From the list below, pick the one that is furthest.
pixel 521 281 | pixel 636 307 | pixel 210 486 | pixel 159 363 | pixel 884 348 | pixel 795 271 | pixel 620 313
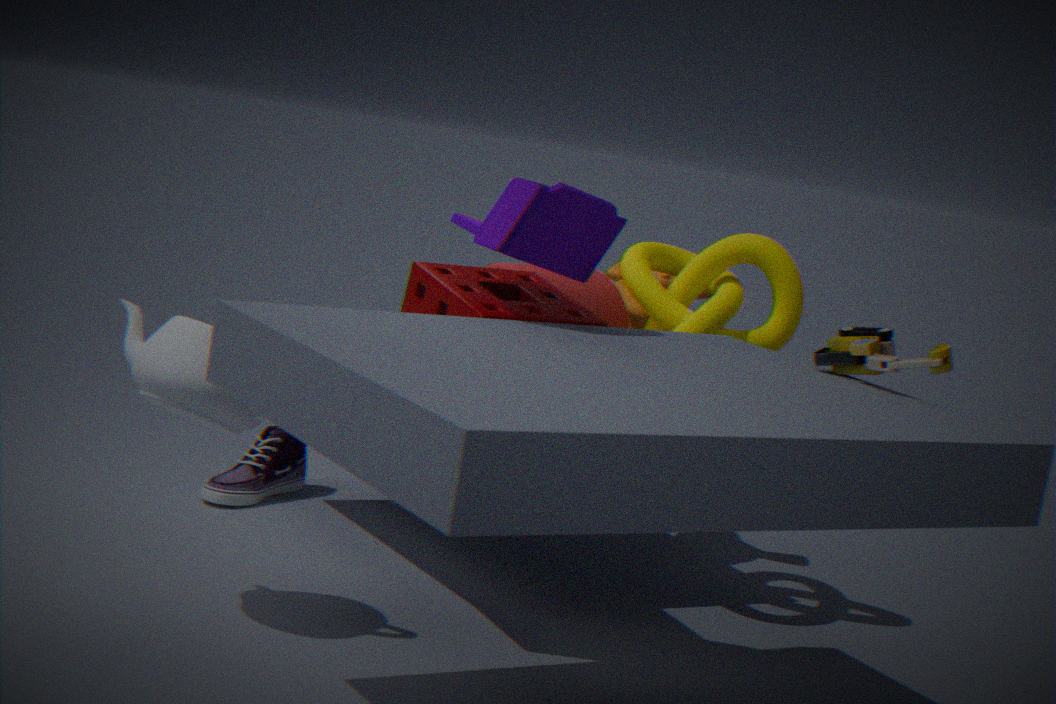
pixel 636 307
